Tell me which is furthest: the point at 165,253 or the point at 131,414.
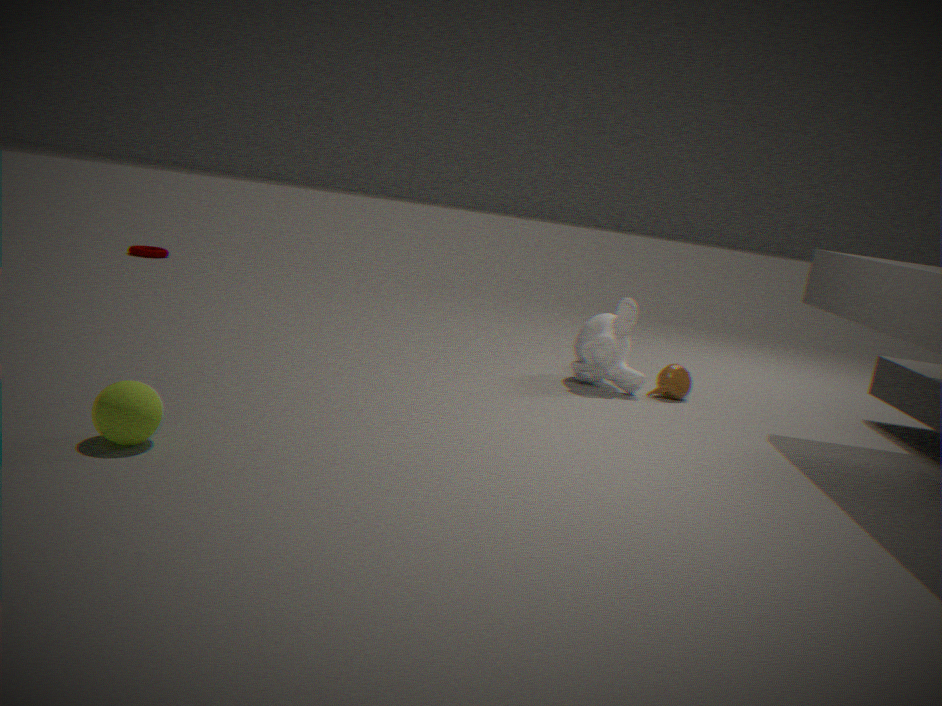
the point at 165,253
